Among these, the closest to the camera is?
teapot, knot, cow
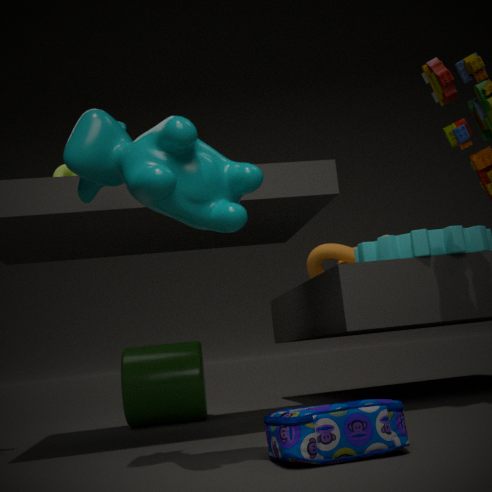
cow
